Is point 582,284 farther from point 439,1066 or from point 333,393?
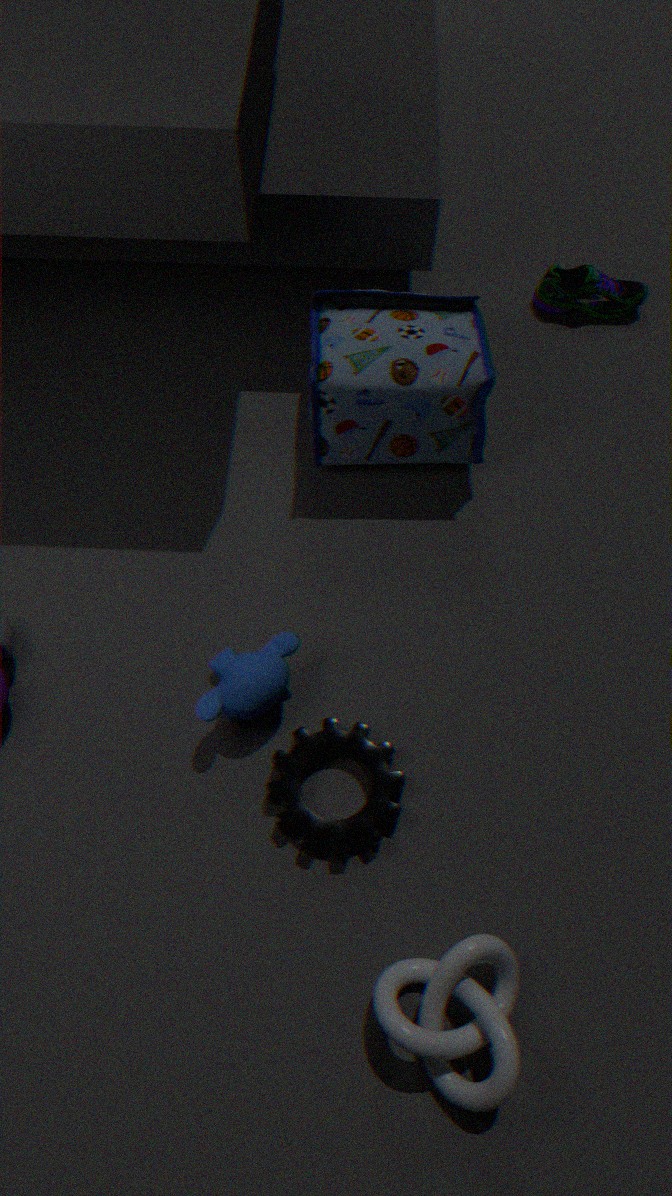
point 439,1066
